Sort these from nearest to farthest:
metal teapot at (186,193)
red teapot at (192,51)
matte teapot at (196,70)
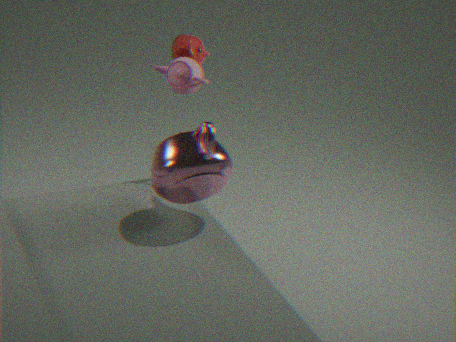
metal teapot at (186,193), matte teapot at (196,70), red teapot at (192,51)
